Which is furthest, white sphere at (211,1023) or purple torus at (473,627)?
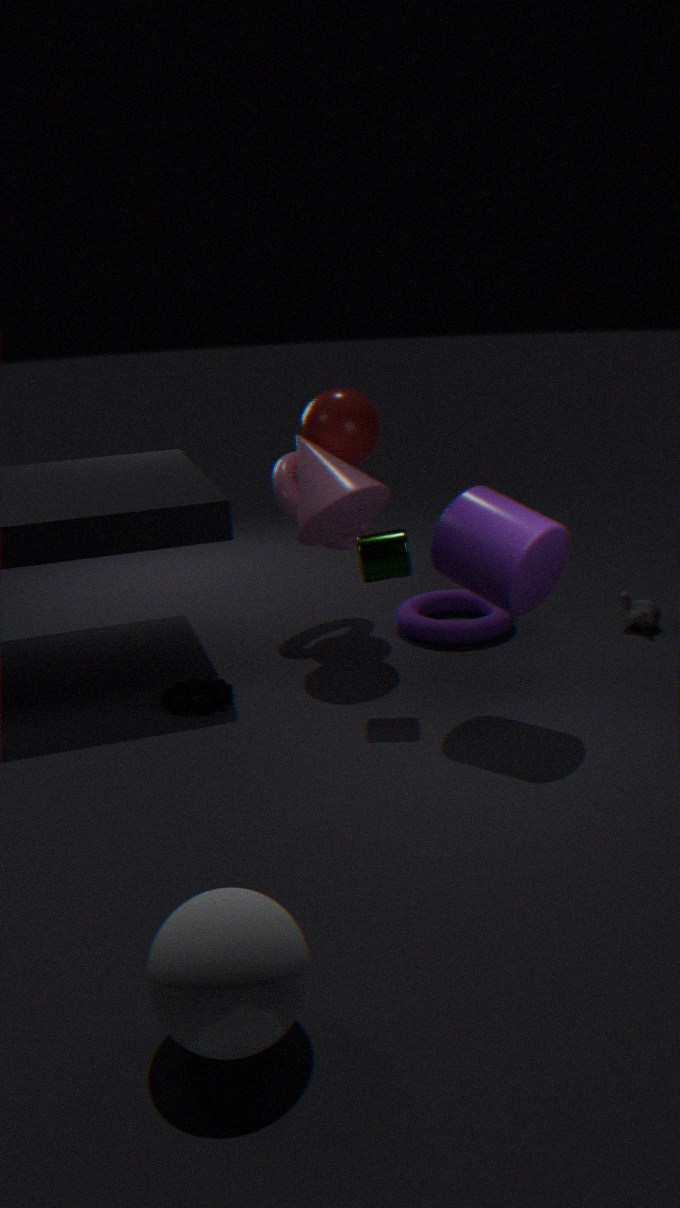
purple torus at (473,627)
